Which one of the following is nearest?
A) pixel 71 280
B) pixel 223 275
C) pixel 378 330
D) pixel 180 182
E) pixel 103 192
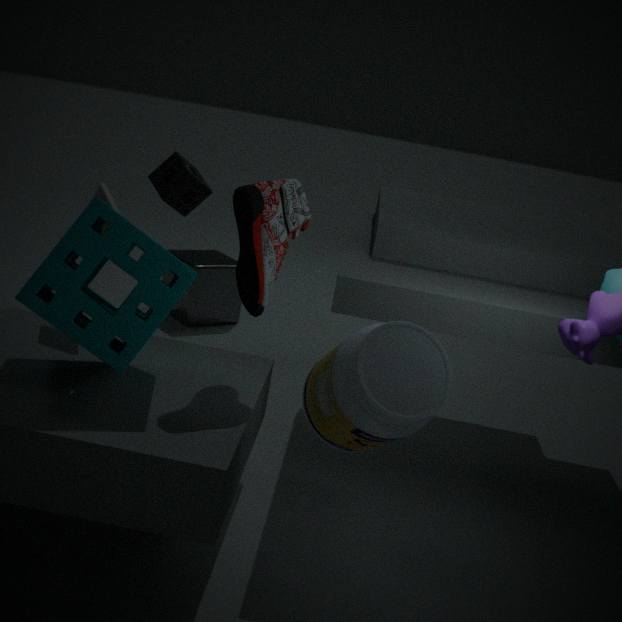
C. pixel 378 330
